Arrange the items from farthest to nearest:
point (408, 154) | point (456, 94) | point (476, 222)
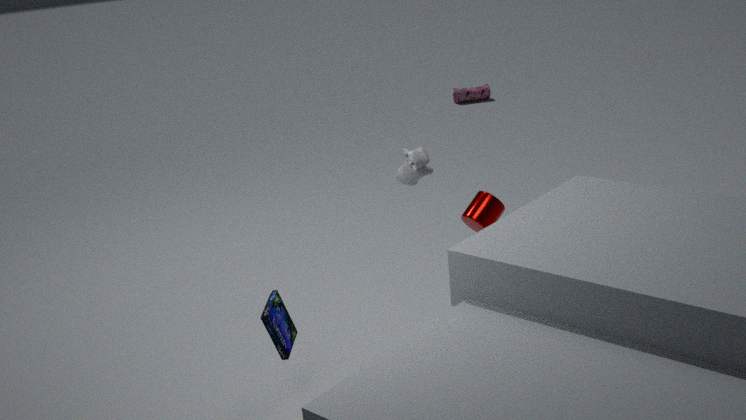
point (456, 94)
point (476, 222)
point (408, 154)
